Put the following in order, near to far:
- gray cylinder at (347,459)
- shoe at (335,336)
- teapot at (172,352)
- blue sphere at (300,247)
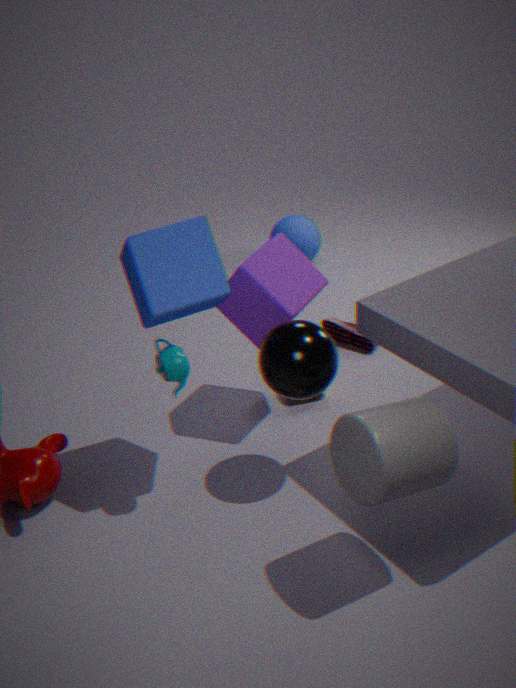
gray cylinder at (347,459) < teapot at (172,352) < shoe at (335,336) < blue sphere at (300,247)
